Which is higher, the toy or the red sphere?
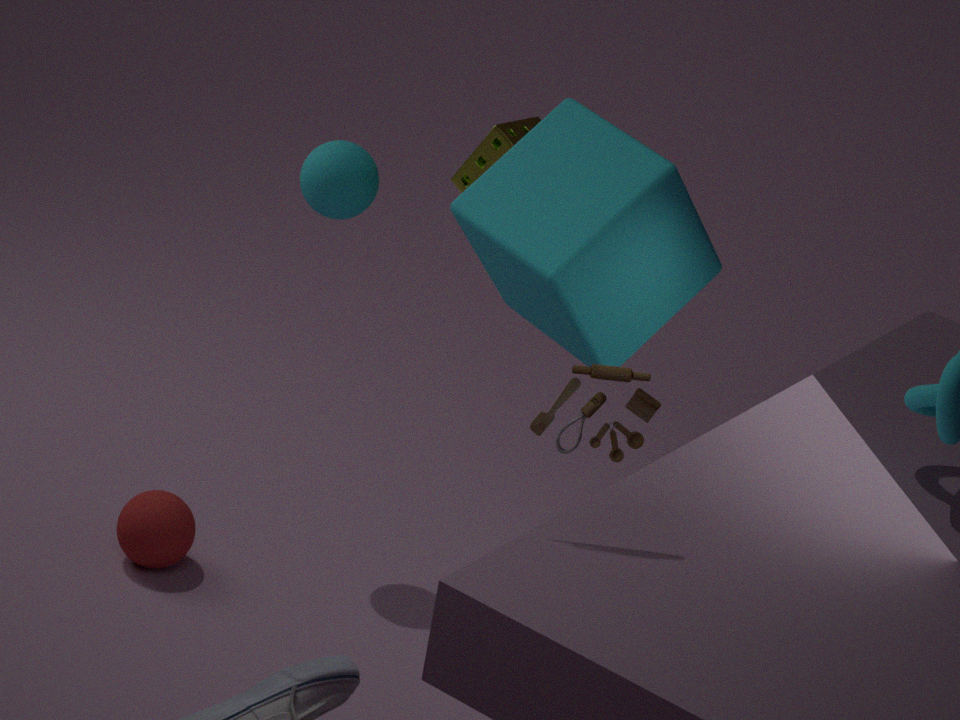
the toy
